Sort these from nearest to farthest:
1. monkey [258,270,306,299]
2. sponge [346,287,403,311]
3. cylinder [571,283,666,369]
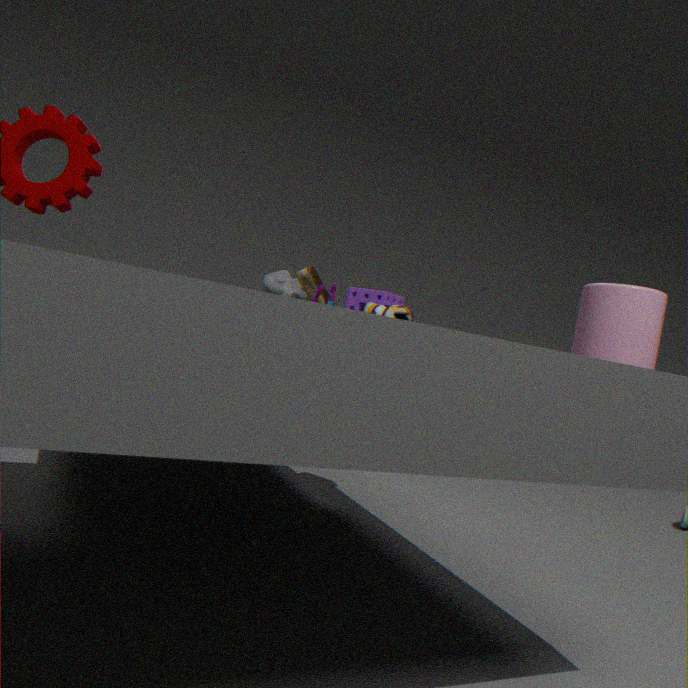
cylinder [571,283,666,369]
sponge [346,287,403,311]
monkey [258,270,306,299]
